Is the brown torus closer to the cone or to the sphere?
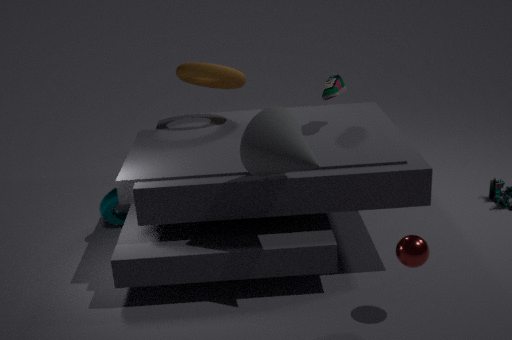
the cone
